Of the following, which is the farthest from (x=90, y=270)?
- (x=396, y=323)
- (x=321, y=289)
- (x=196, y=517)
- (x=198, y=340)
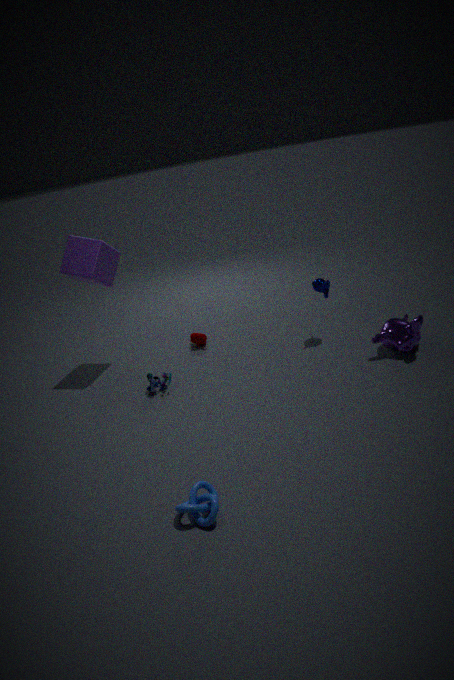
(x=396, y=323)
